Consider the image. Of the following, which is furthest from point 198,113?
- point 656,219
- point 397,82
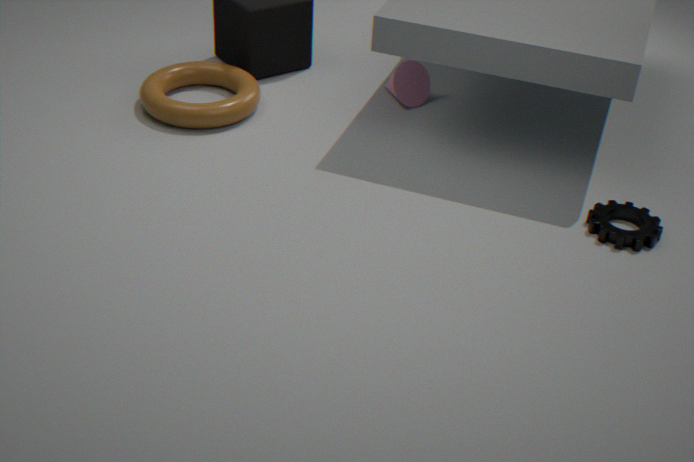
point 656,219
